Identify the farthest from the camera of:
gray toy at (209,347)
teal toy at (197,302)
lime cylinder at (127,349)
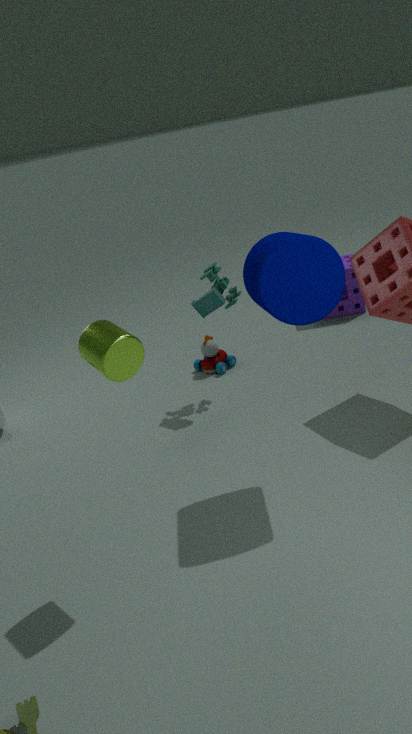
gray toy at (209,347)
